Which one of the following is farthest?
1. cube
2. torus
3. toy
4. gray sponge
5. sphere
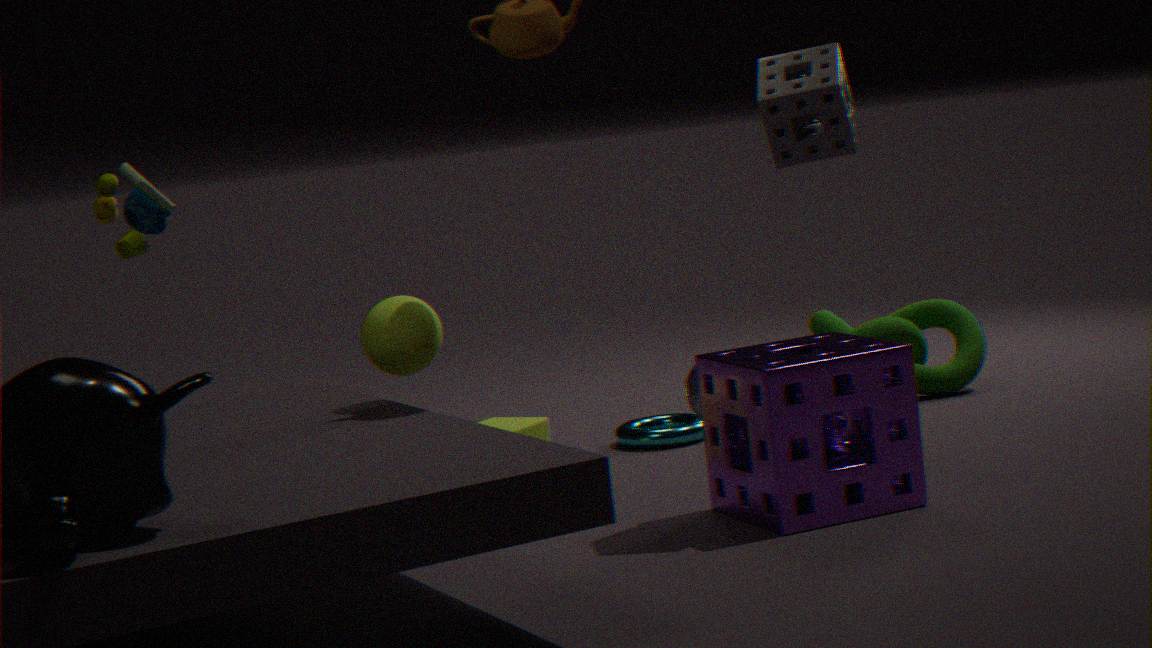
torus
